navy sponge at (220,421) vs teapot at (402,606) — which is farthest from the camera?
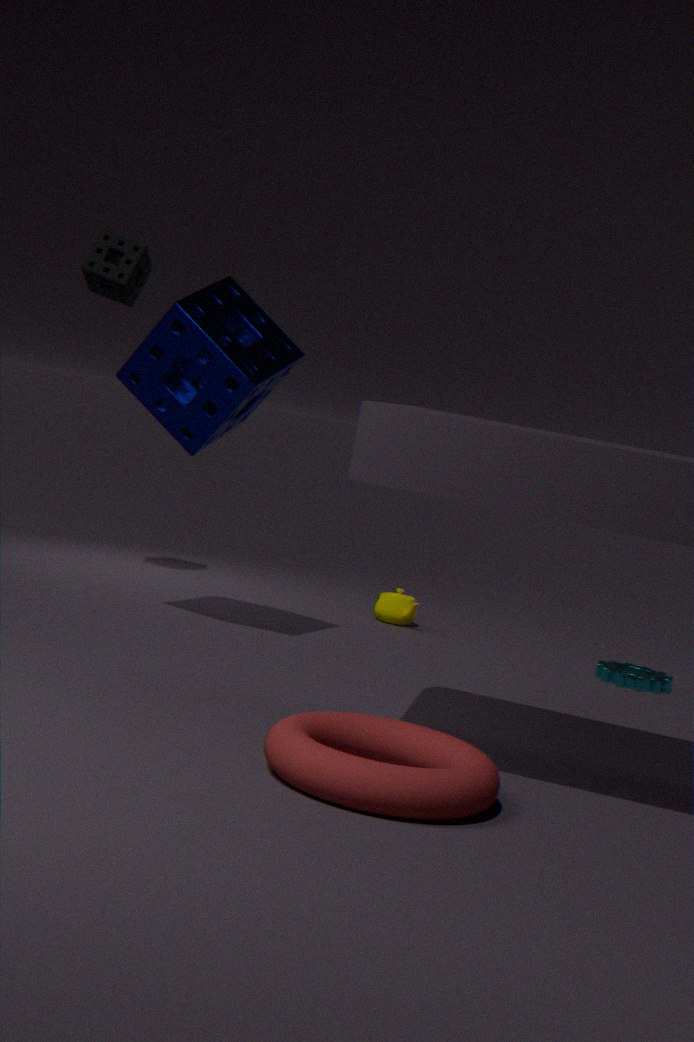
teapot at (402,606)
